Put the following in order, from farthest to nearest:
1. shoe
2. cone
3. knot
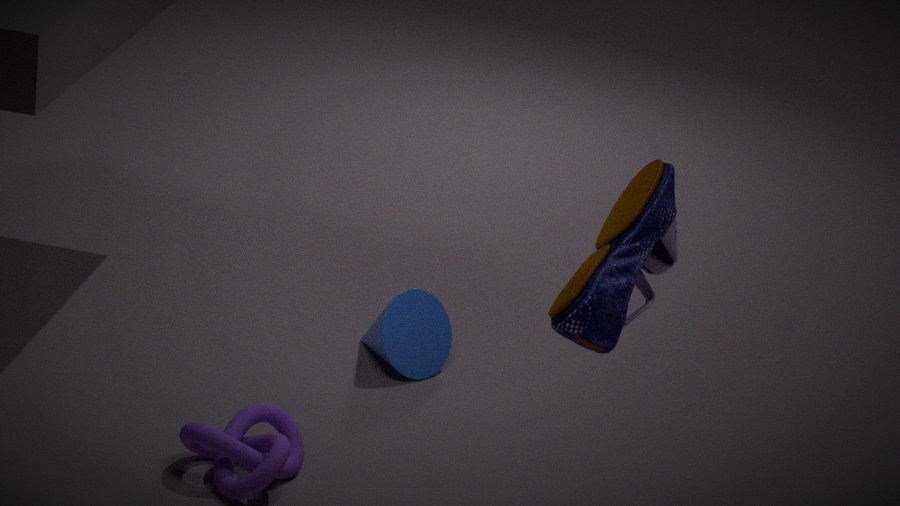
1. cone
2. knot
3. shoe
